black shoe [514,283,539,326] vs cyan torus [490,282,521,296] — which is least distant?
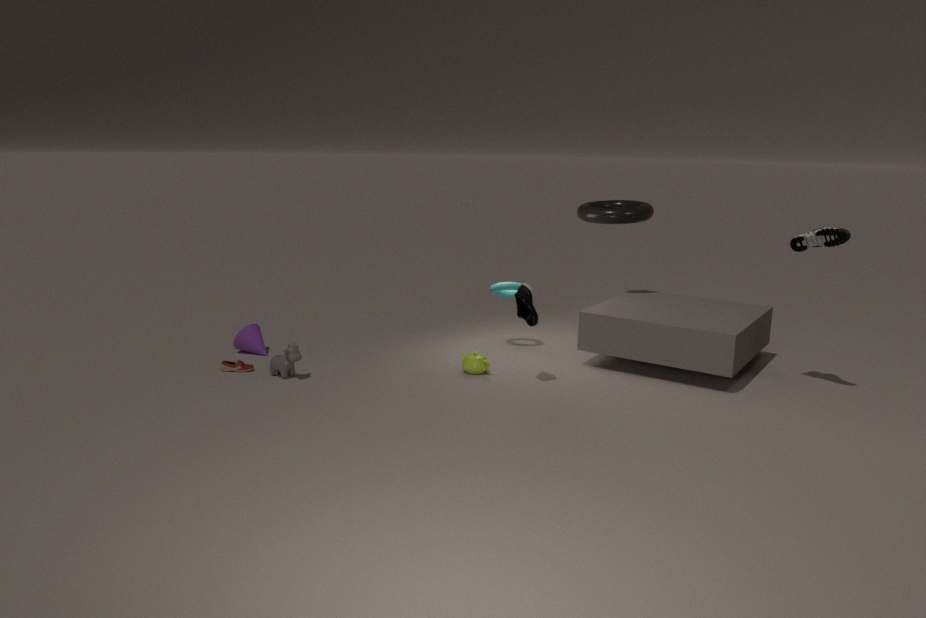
black shoe [514,283,539,326]
